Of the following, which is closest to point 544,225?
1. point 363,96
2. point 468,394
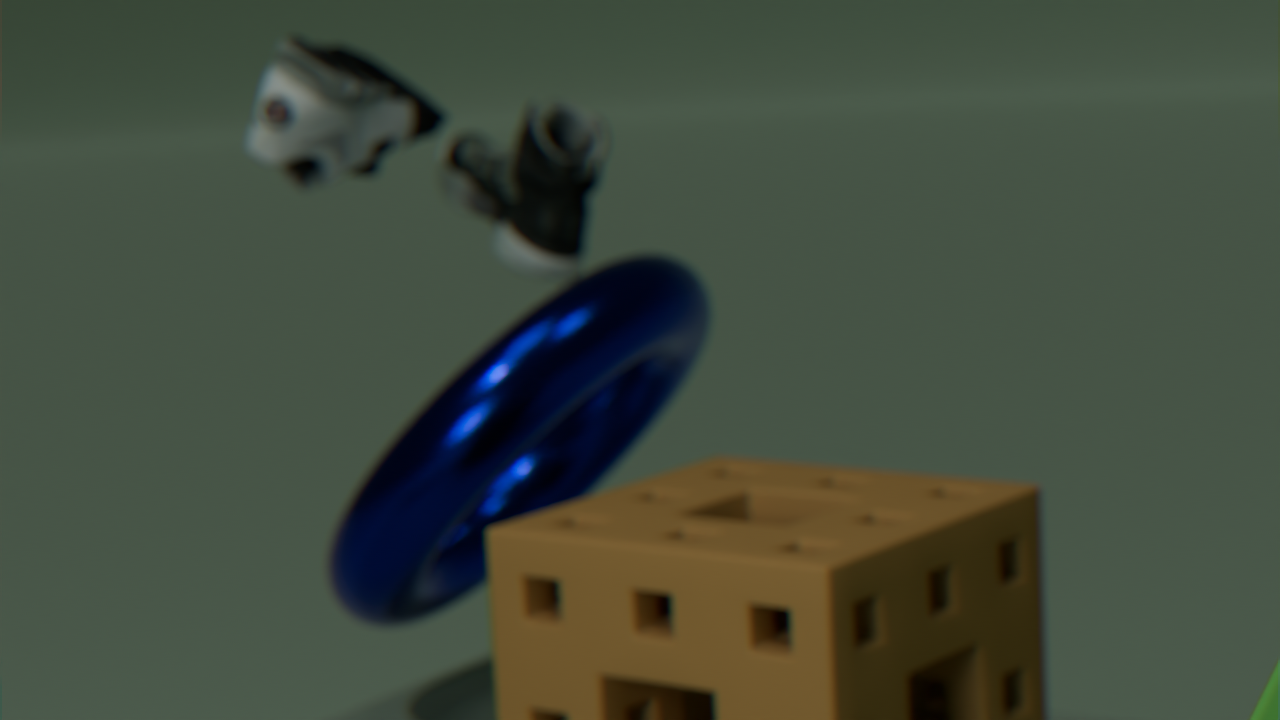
point 363,96
